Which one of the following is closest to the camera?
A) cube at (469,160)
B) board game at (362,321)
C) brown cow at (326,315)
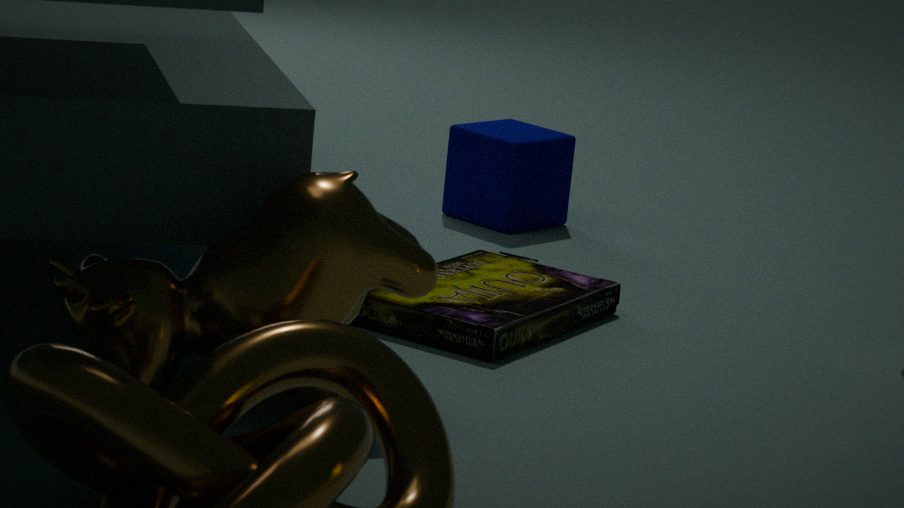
brown cow at (326,315)
